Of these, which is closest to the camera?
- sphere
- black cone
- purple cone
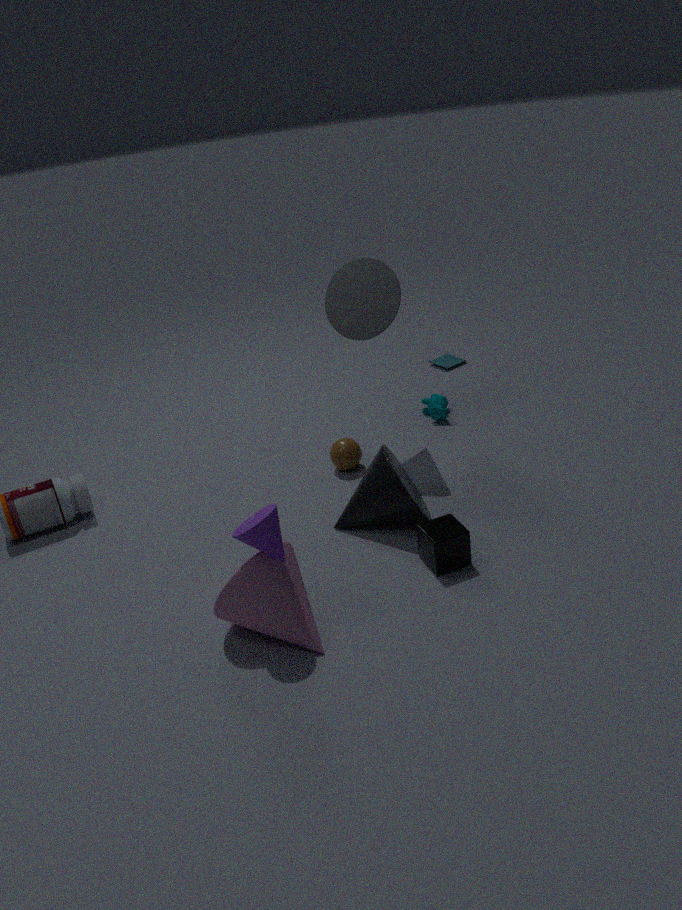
purple cone
